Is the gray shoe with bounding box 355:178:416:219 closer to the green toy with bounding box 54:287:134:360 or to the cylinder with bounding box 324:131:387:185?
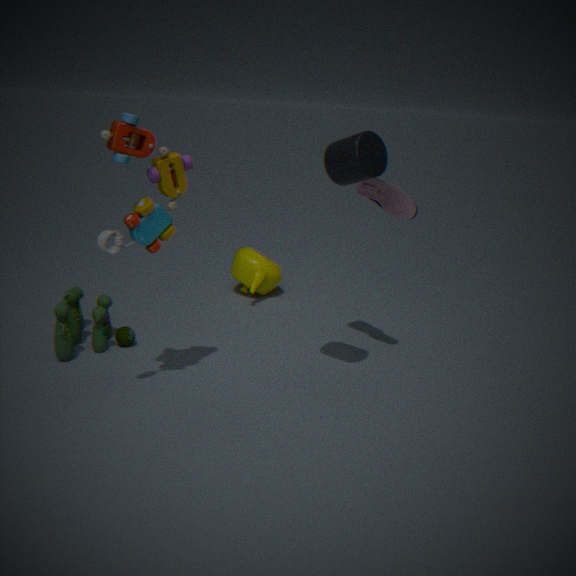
the cylinder with bounding box 324:131:387:185
